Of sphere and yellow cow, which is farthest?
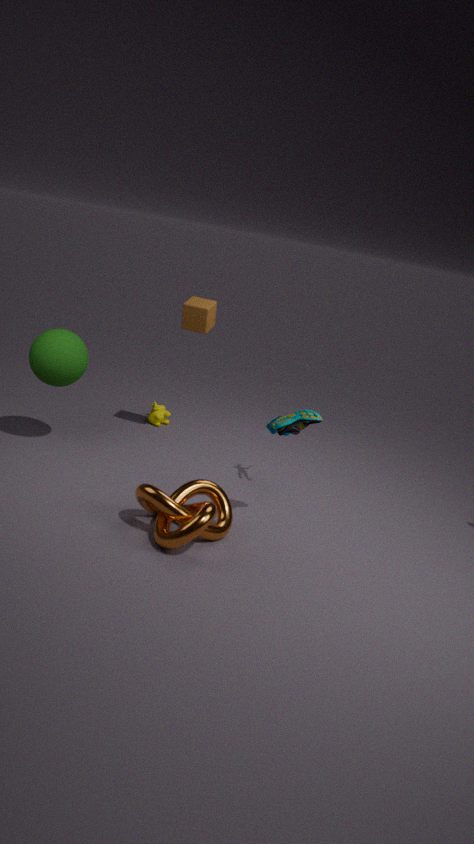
yellow cow
